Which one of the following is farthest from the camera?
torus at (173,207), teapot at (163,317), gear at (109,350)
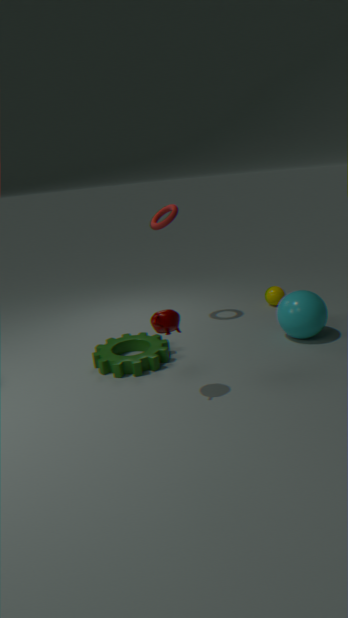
torus at (173,207)
